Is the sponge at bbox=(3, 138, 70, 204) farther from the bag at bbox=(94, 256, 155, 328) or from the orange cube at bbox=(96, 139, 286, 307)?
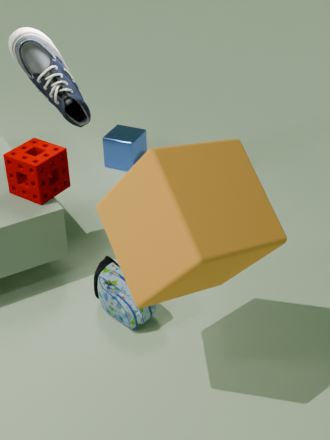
the orange cube at bbox=(96, 139, 286, 307)
